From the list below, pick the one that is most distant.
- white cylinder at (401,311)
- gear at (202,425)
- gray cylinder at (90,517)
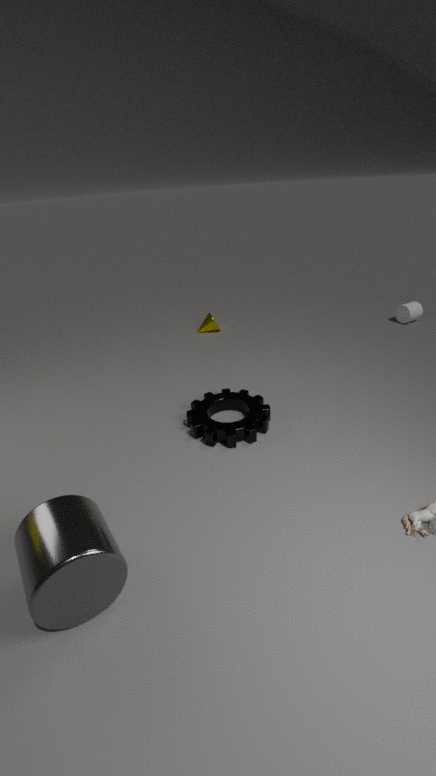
white cylinder at (401,311)
